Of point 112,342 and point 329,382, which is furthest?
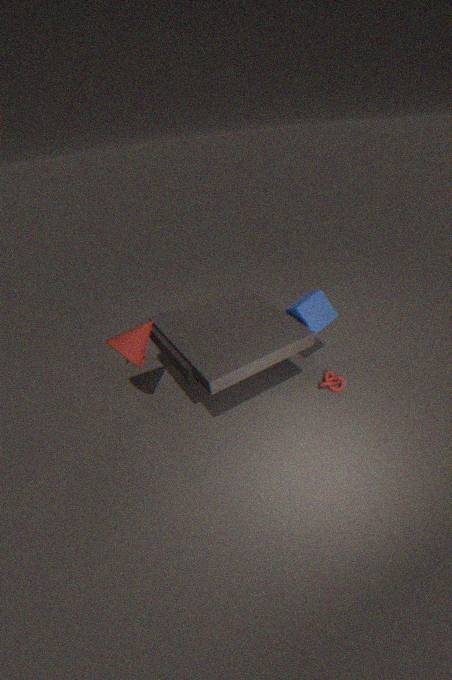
point 329,382
